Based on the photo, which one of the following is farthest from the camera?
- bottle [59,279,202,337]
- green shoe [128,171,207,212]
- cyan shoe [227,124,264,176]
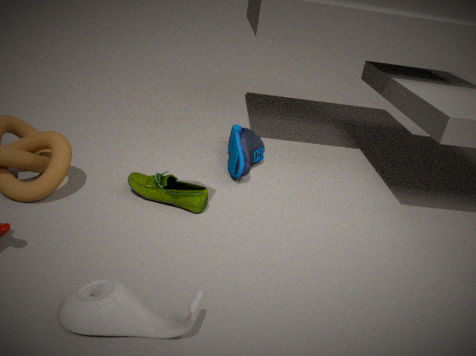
cyan shoe [227,124,264,176]
